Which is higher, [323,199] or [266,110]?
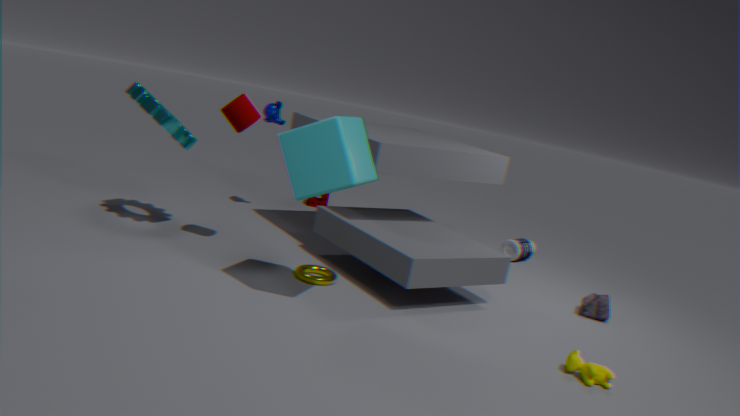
[266,110]
